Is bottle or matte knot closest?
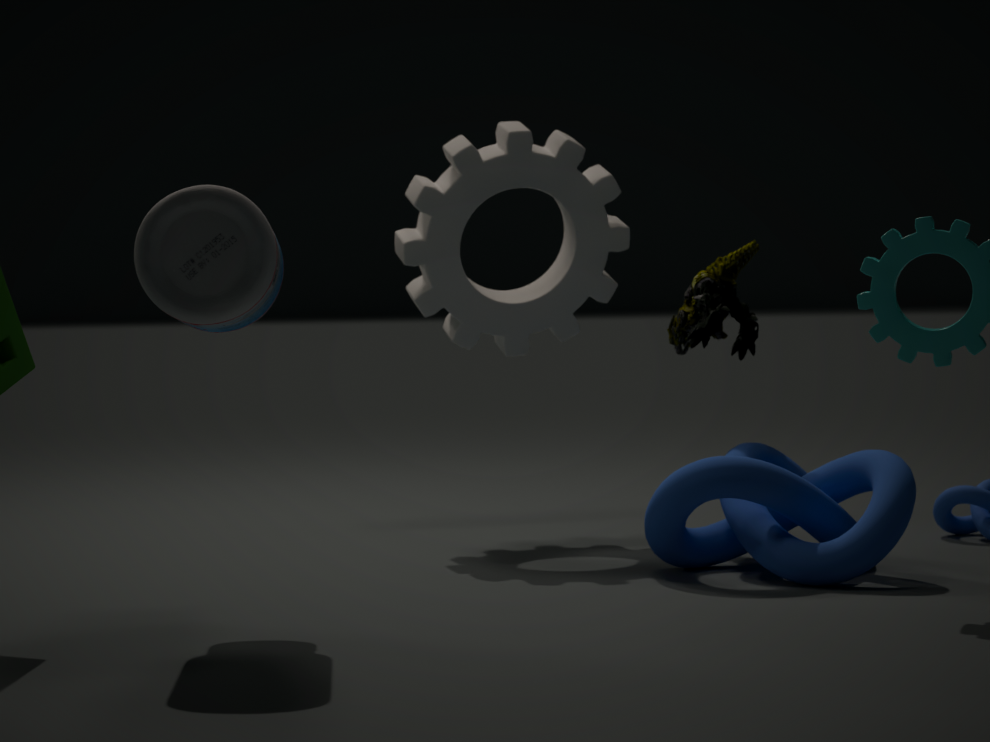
bottle
